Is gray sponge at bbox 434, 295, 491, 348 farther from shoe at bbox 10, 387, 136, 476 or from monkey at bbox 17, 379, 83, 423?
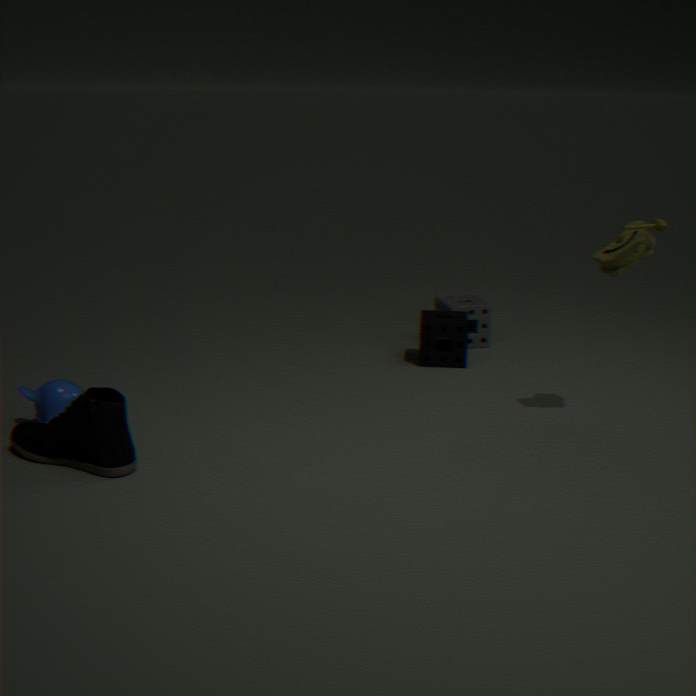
shoe at bbox 10, 387, 136, 476
